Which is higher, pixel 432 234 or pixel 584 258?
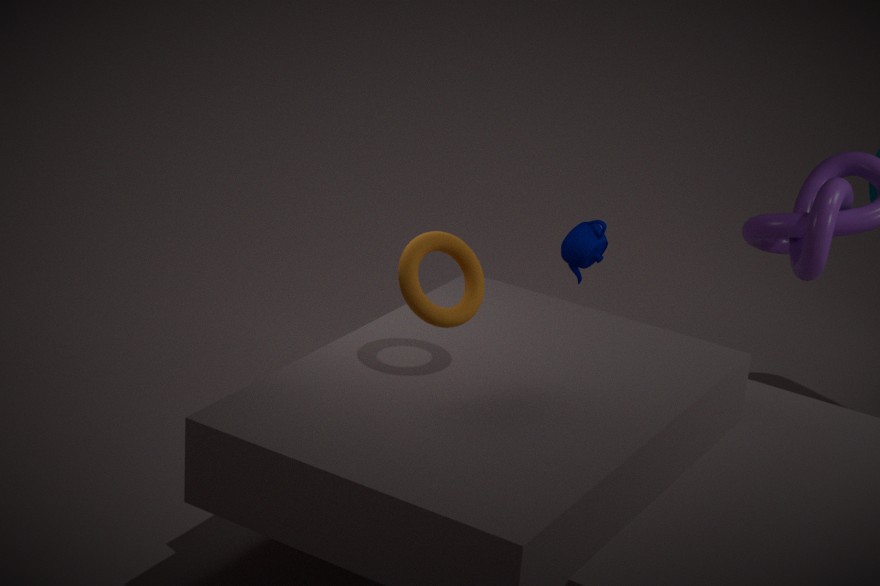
pixel 432 234
